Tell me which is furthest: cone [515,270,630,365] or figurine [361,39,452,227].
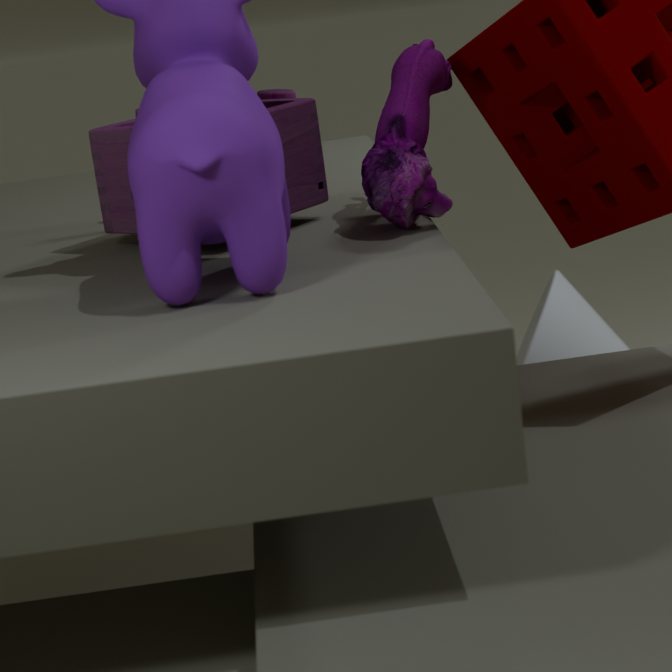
cone [515,270,630,365]
